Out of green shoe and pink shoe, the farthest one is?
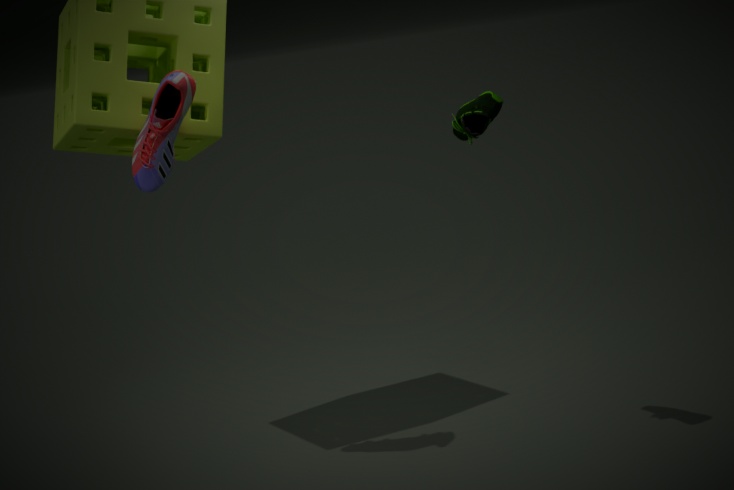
pink shoe
